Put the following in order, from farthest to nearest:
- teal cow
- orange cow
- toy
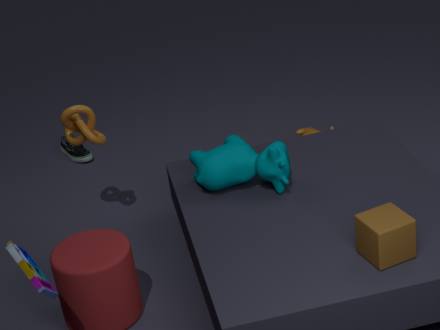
orange cow, teal cow, toy
